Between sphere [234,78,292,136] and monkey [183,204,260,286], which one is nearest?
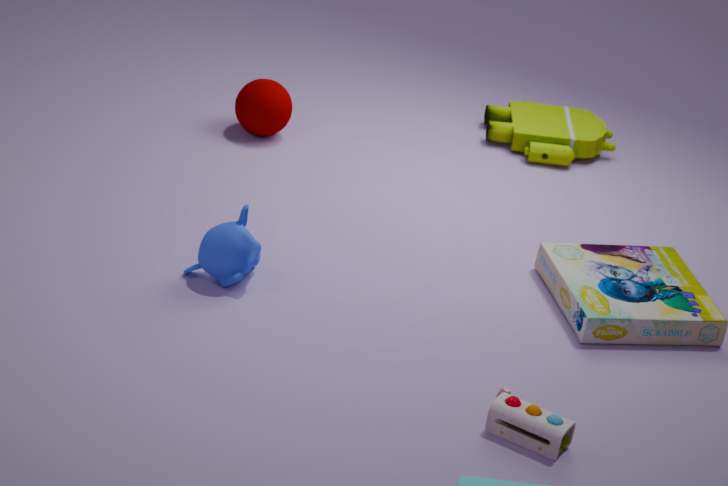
monkey [183,204,260,286]
